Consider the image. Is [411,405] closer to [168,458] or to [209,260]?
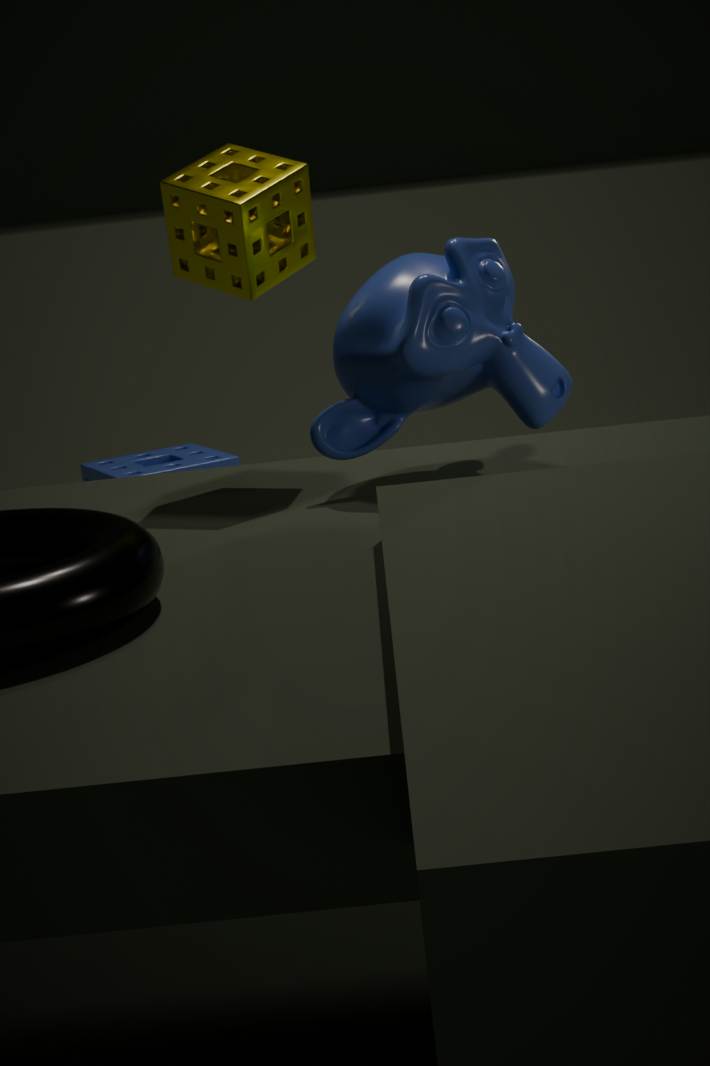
[209,260]
